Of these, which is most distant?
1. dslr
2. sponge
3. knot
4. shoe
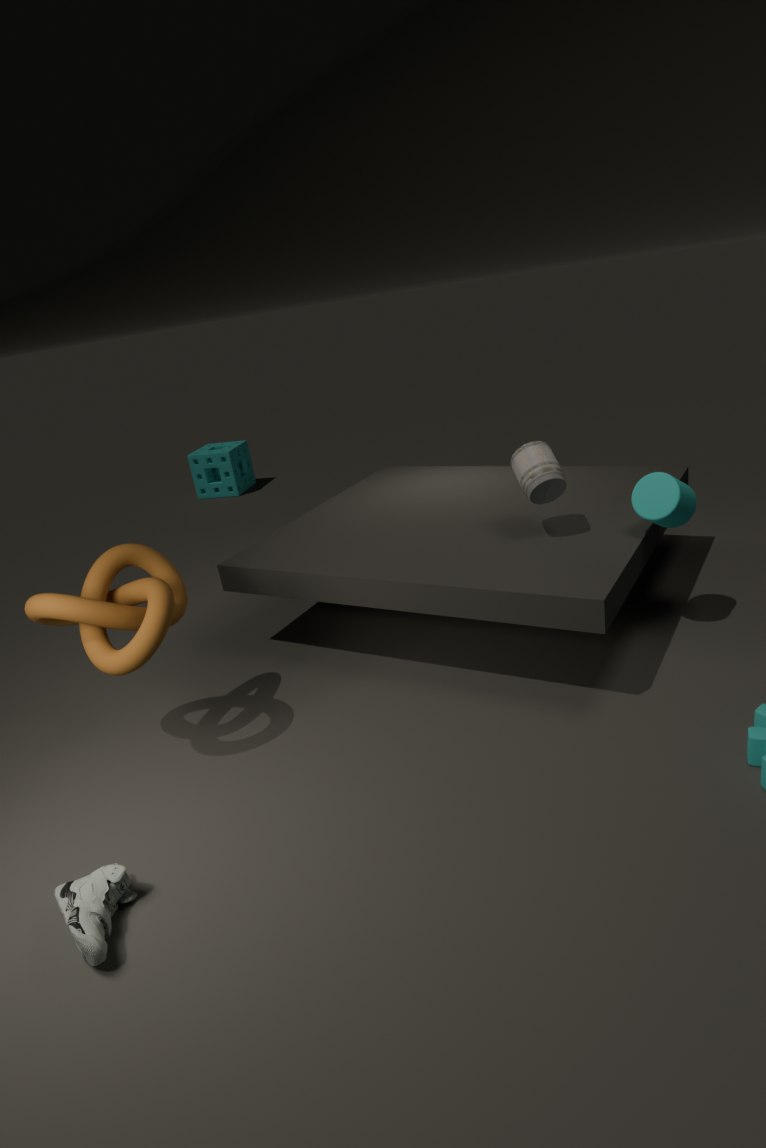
sponge
